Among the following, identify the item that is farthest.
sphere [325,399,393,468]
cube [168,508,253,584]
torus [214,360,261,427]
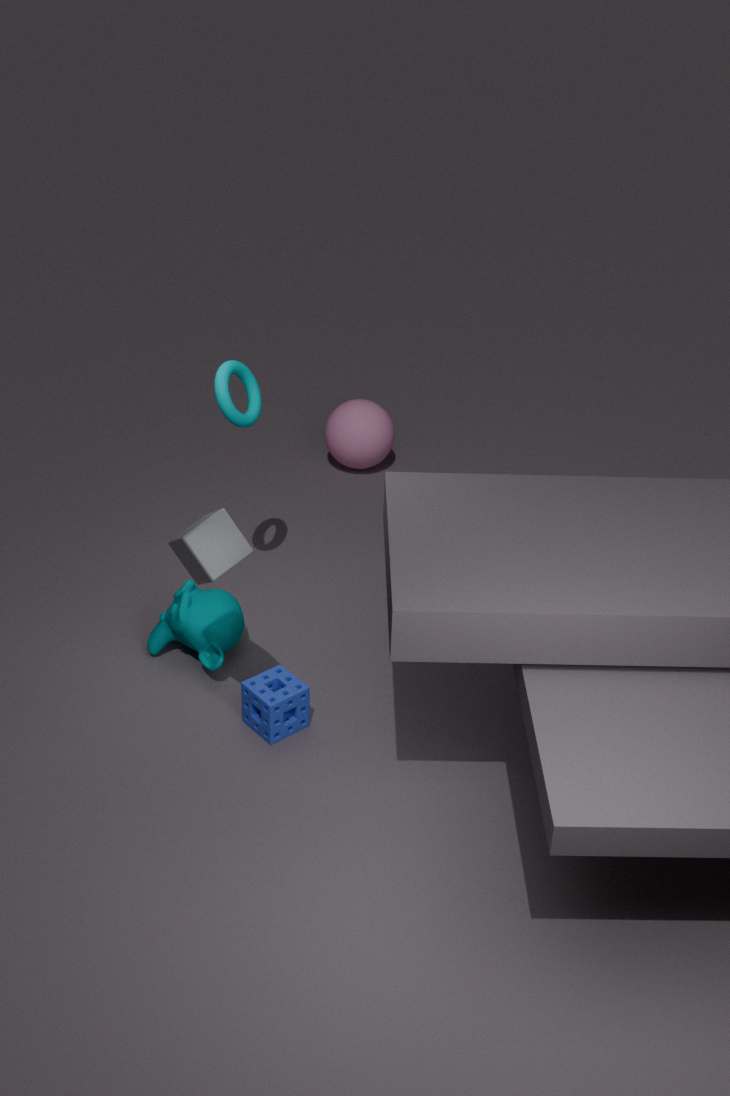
sphere [325,399,393,468]
